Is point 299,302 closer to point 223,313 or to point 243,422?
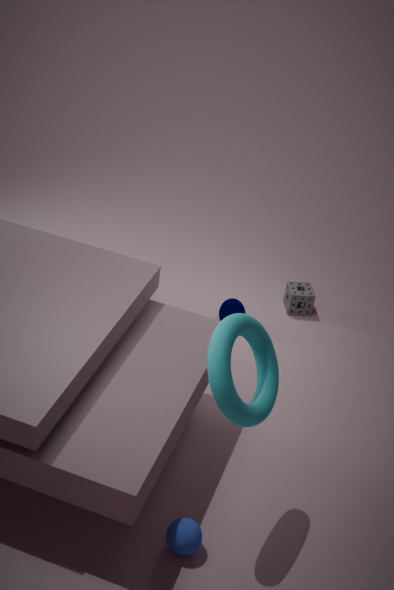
point 223,313
